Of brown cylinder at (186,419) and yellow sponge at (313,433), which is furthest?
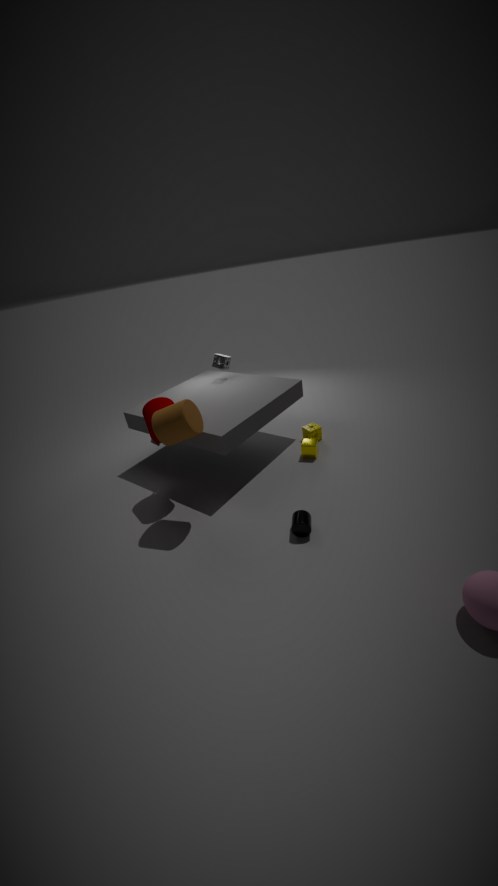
yellow sponge at (313,433)
